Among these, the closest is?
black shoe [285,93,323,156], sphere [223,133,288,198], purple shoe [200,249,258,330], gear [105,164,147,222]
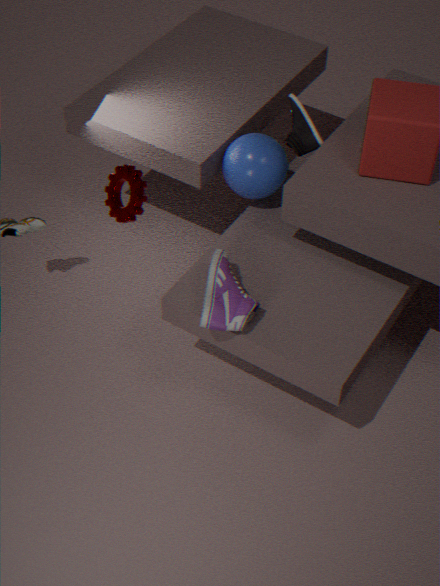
gear [105,164,147,222]
